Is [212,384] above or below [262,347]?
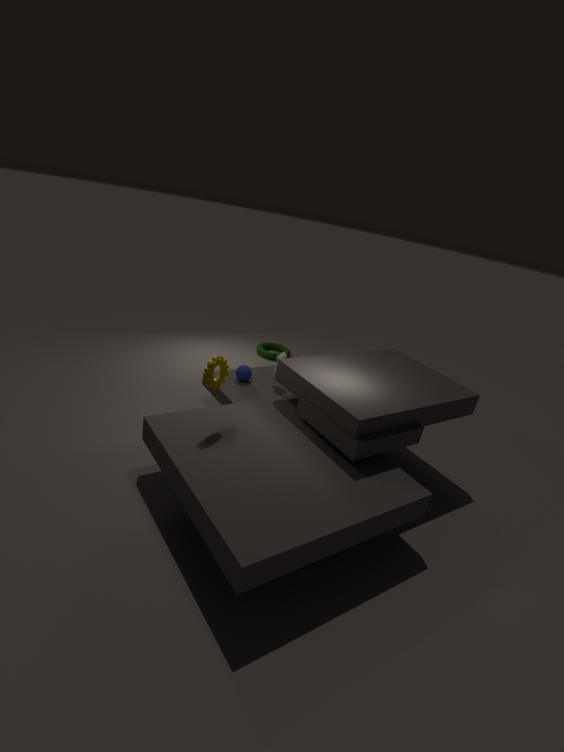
above
